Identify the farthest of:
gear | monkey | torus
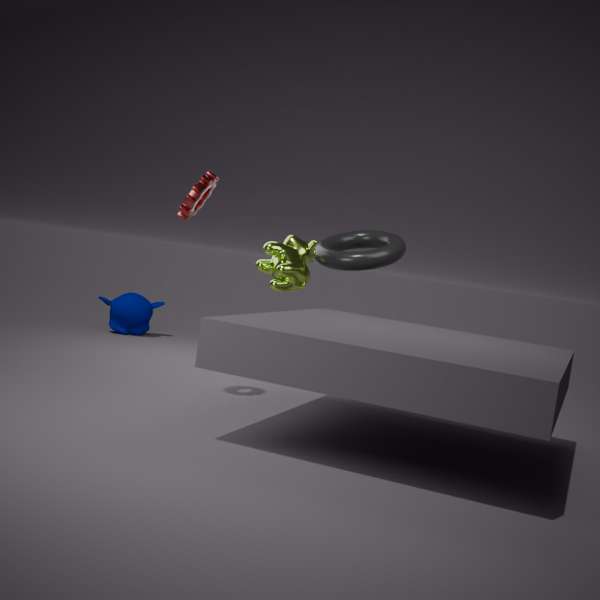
monkey
